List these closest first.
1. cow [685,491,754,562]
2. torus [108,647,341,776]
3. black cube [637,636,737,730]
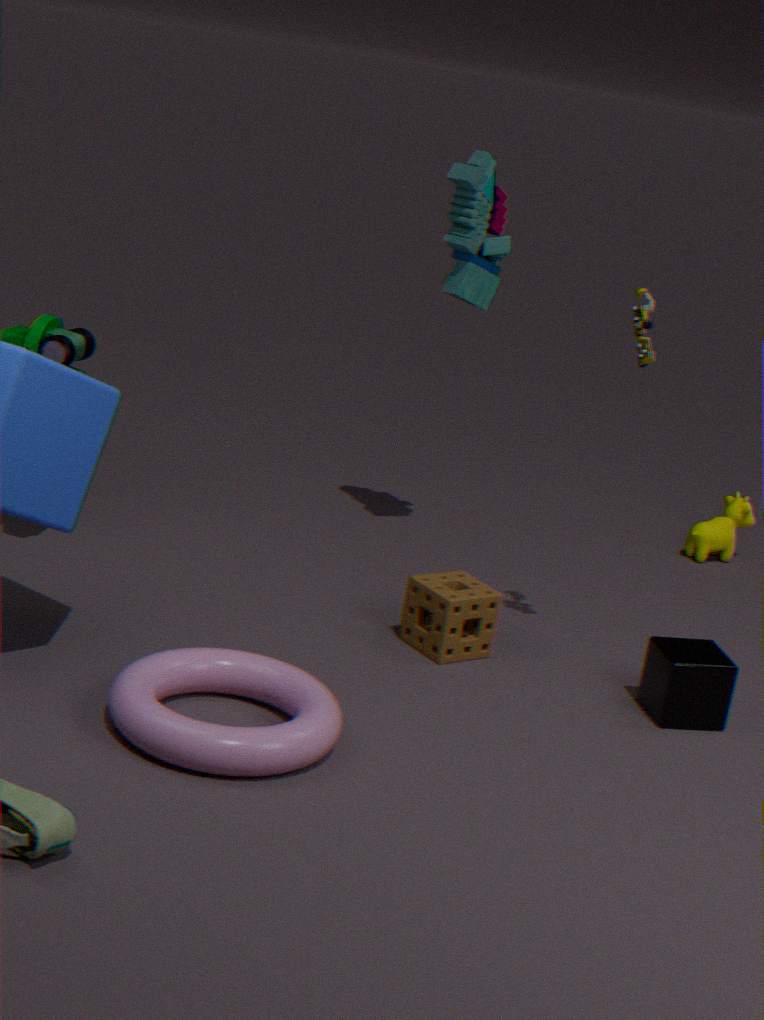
1. torus [108,647,341,776]
2. black cube [637,636,737,730]
3. cow [685,491,754,562]
